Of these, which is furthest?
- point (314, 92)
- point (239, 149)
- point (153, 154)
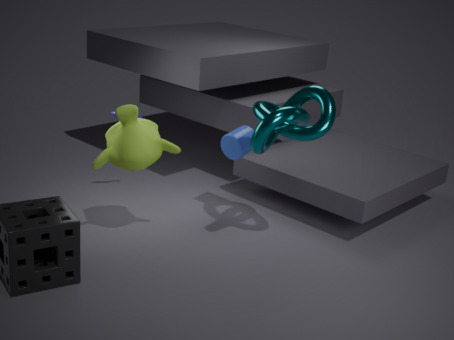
point (239, 149)
